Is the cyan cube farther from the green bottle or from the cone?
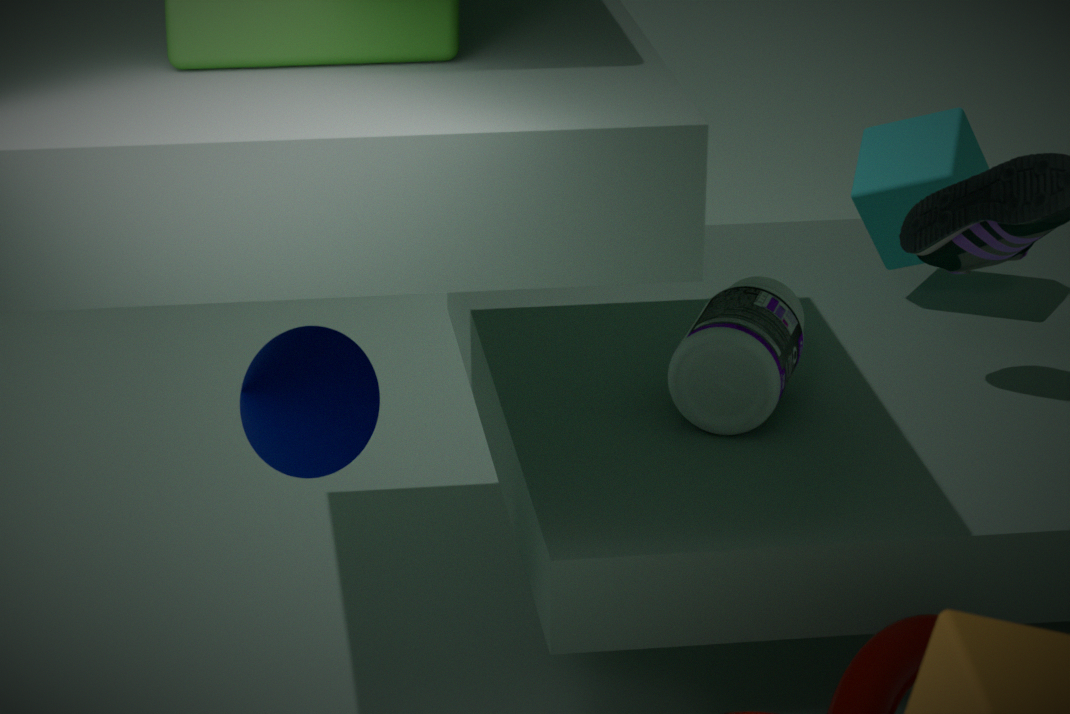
the cone
